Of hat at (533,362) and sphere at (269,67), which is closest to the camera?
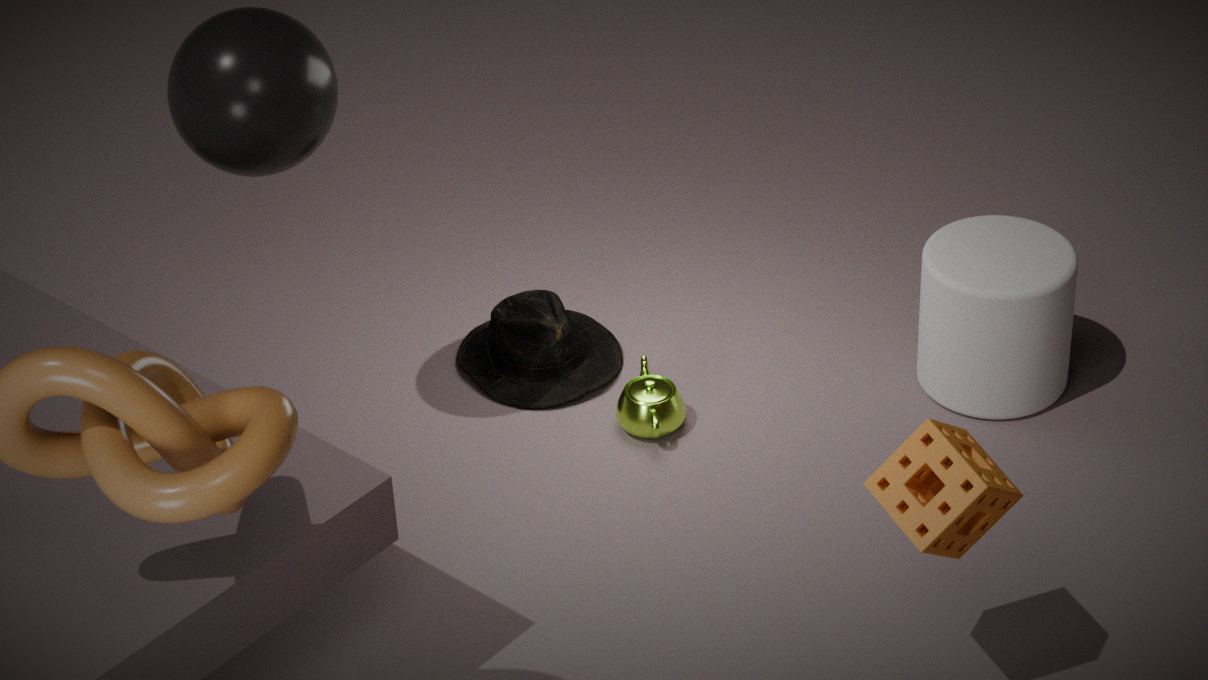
sphere at (269,67)
